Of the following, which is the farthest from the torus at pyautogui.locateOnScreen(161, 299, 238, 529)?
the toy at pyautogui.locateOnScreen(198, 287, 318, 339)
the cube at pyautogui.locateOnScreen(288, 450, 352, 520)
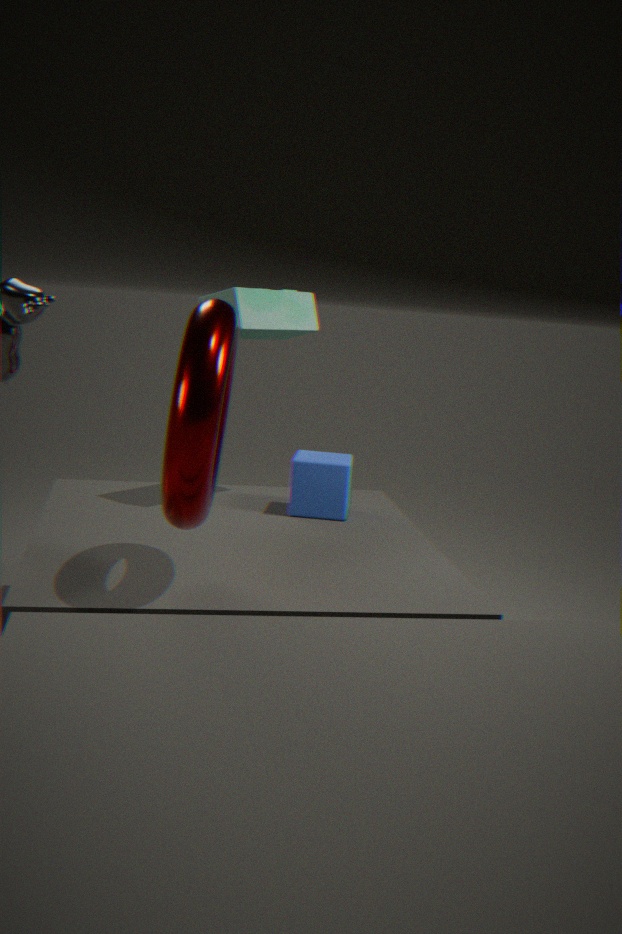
the cube at pyautogui.locateOnScreen(288, 450, 352, 520)
